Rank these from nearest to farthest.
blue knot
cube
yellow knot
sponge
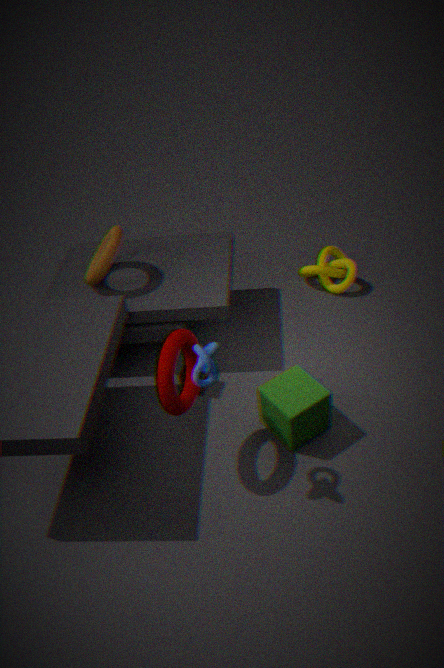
blue knot < cube < sponge < yellow knot
